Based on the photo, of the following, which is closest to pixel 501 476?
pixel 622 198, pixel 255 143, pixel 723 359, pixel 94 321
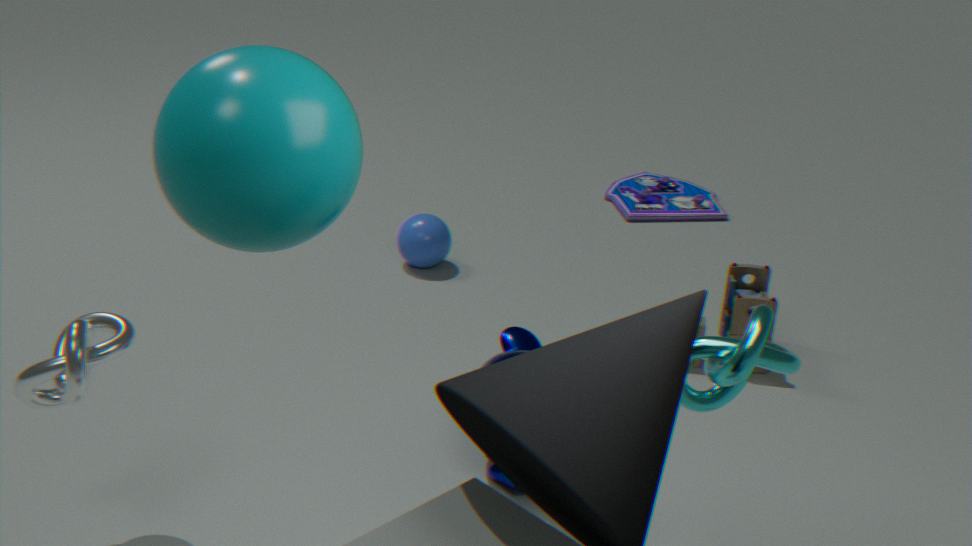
pixel 723 359
